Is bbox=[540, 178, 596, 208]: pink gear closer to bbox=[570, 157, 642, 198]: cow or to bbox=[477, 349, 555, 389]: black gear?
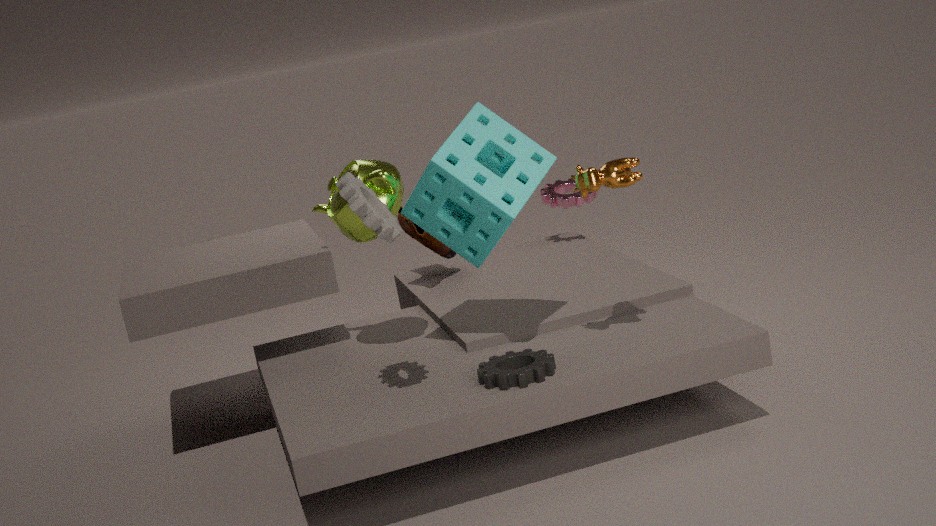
bbox=[570, 157, 642, 198]: cow
